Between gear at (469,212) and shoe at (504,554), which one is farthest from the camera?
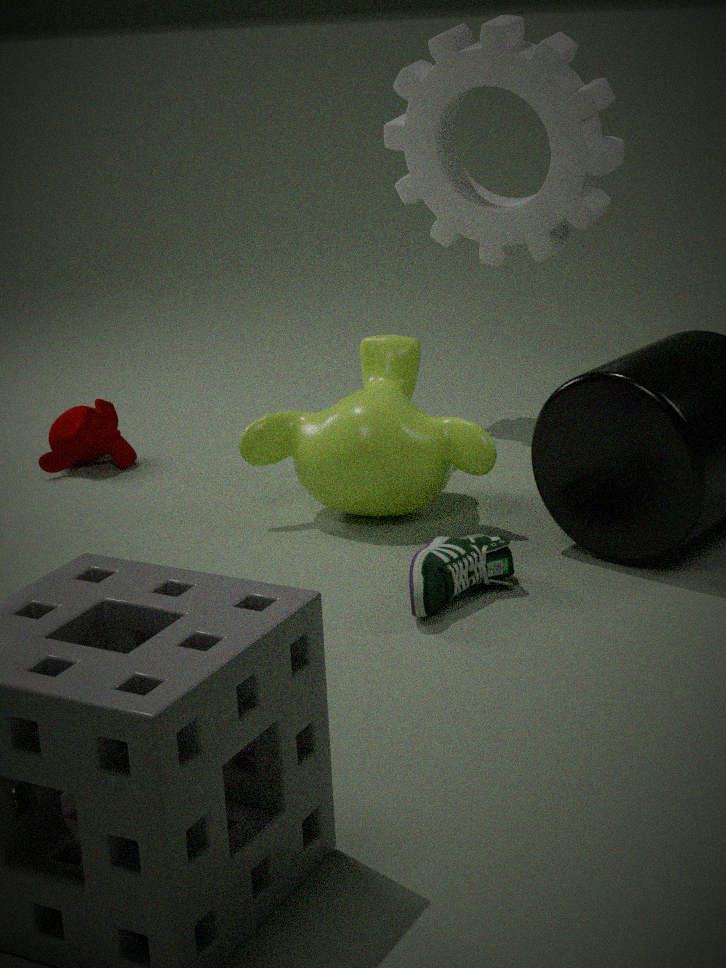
gear at (469,212)
